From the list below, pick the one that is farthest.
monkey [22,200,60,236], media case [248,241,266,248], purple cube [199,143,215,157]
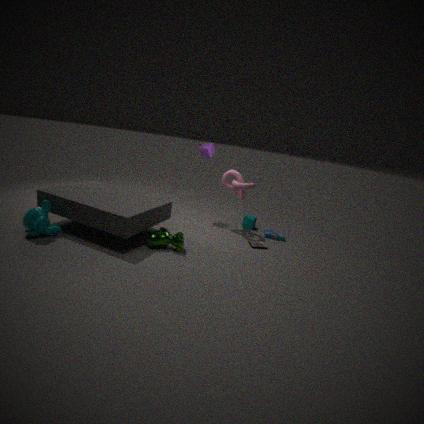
purple cube [199,143,215,157]
